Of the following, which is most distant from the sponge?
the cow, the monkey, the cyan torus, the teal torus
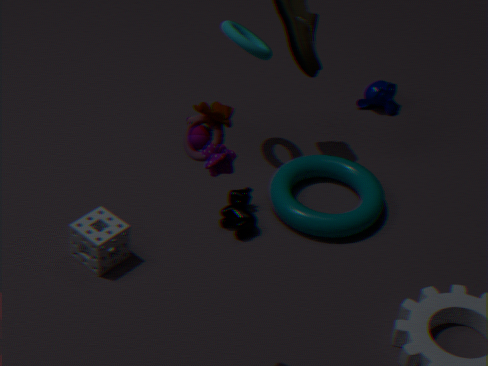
the monkey
